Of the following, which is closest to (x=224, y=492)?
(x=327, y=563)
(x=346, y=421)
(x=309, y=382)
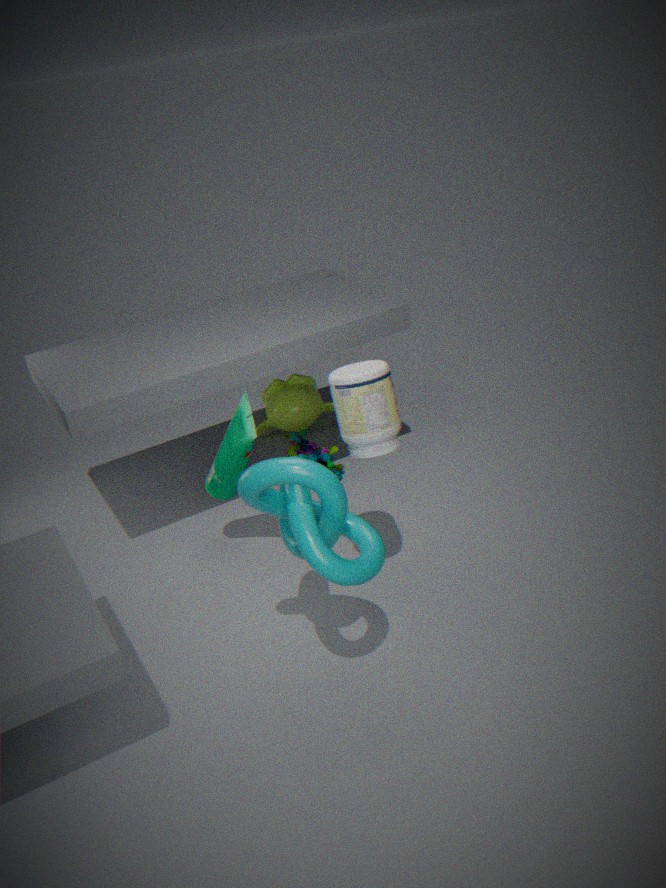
(x=346, y=421)
